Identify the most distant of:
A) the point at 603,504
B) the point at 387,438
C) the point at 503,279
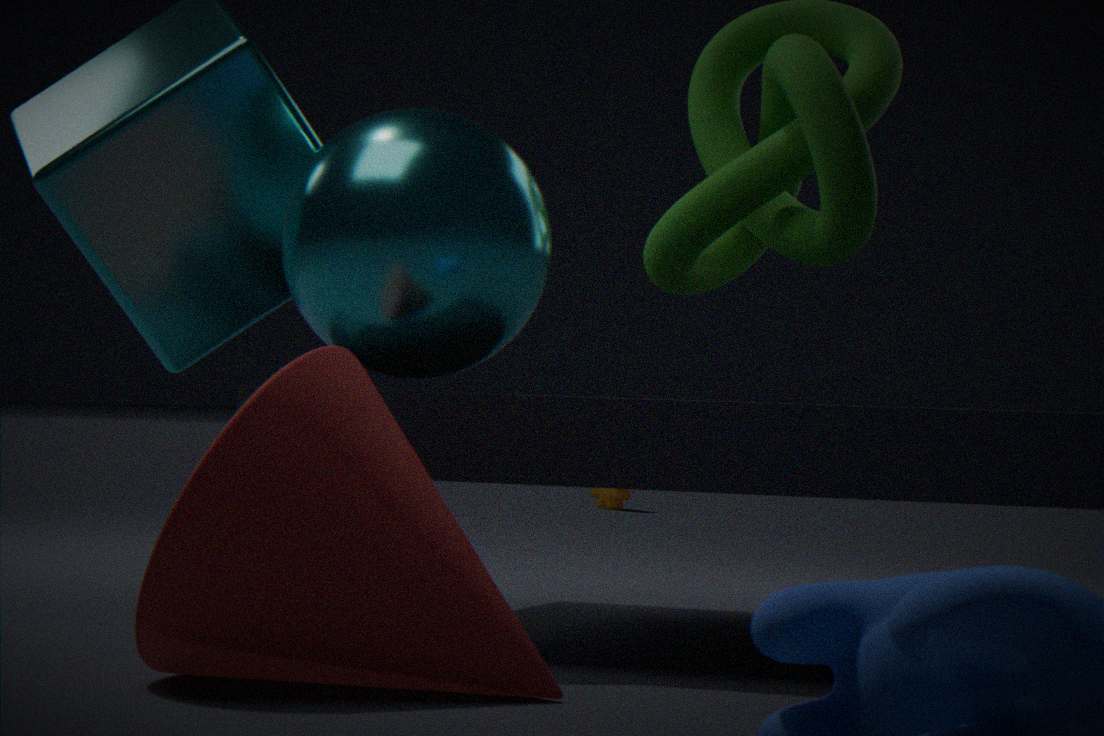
the point at 603,504
